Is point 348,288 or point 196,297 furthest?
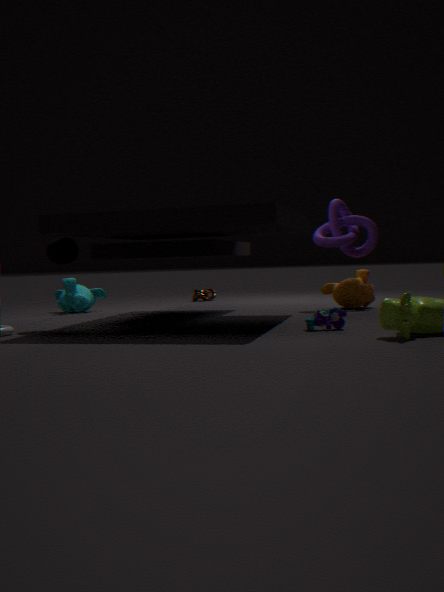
point 196,297
